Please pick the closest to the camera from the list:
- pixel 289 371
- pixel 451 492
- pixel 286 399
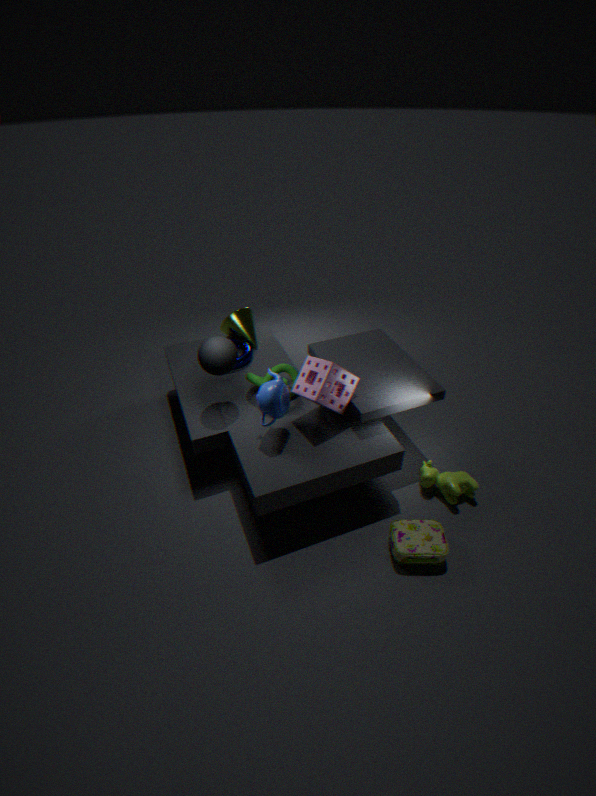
pixel 286 399
